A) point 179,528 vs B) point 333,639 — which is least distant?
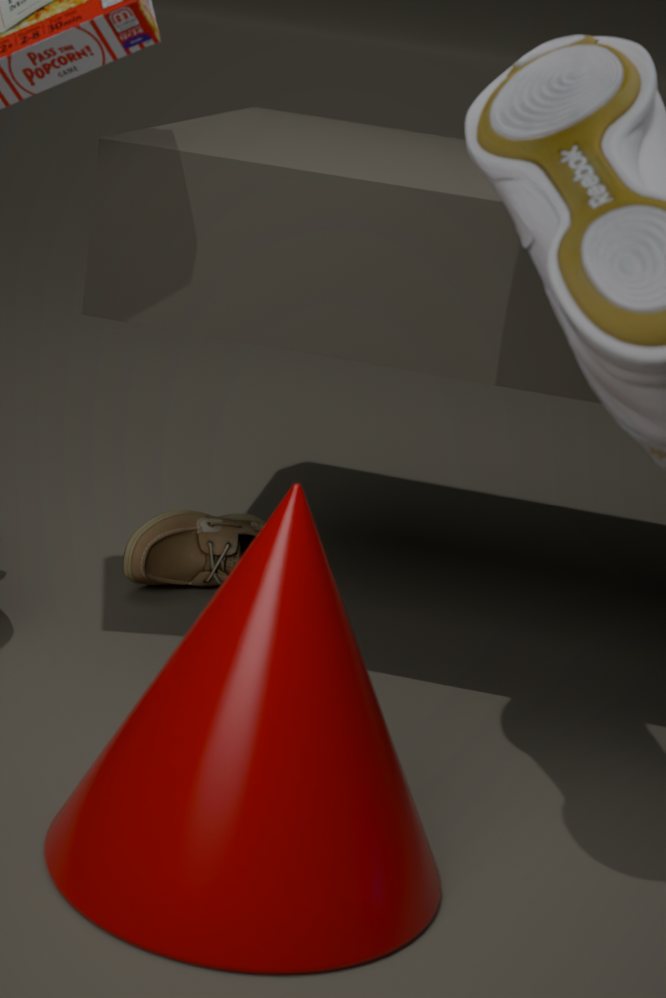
B. point 333,639
